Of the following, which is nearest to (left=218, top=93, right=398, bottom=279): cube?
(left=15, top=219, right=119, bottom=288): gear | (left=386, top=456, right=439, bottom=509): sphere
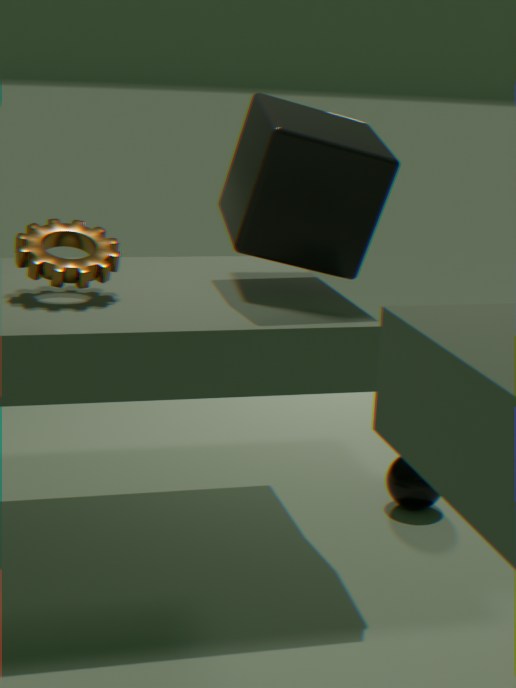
(left=15, top=219, right=119, bottom=288): gear
